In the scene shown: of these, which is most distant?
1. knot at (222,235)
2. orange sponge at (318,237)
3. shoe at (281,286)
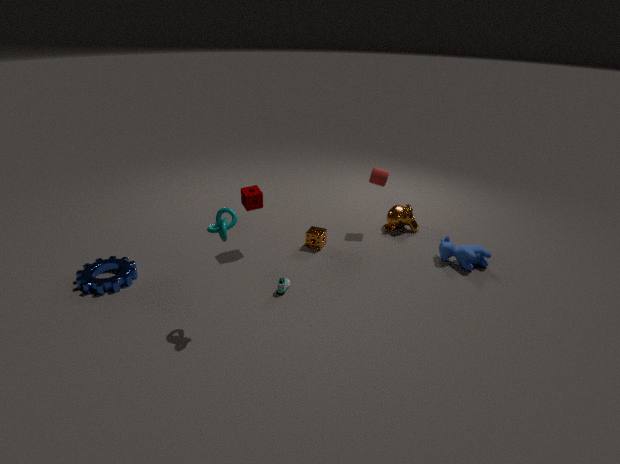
orange sponge at (318,237)
